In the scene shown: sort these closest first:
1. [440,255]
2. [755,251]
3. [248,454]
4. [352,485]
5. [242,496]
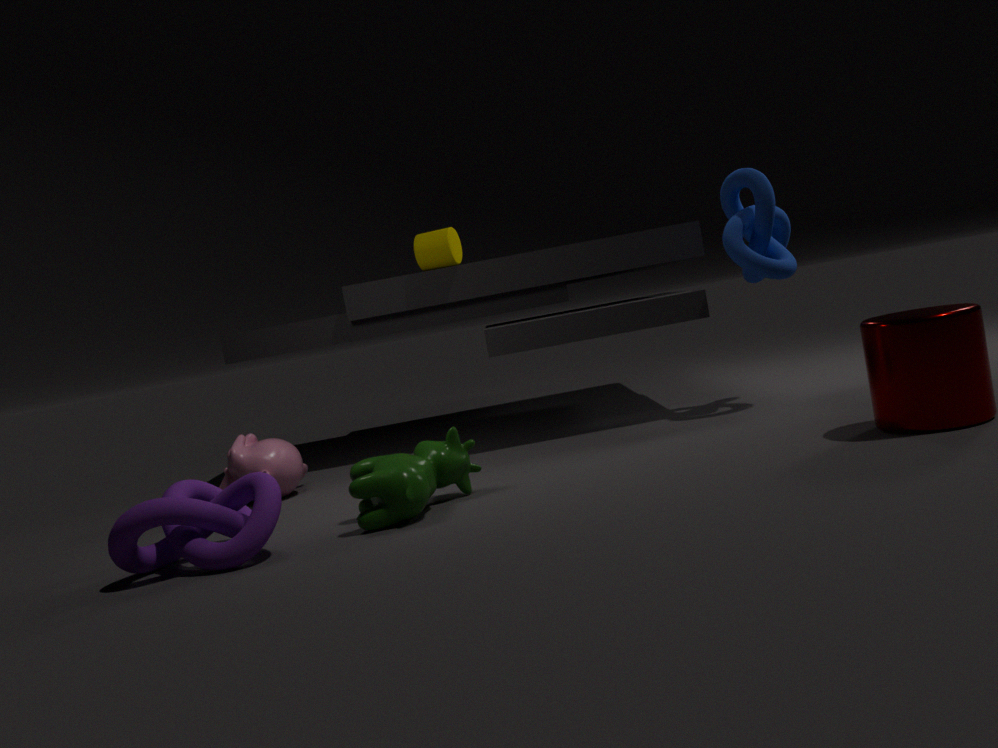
[352,485] → [242,496] → [248,454] → [755,251] → [440,255]
